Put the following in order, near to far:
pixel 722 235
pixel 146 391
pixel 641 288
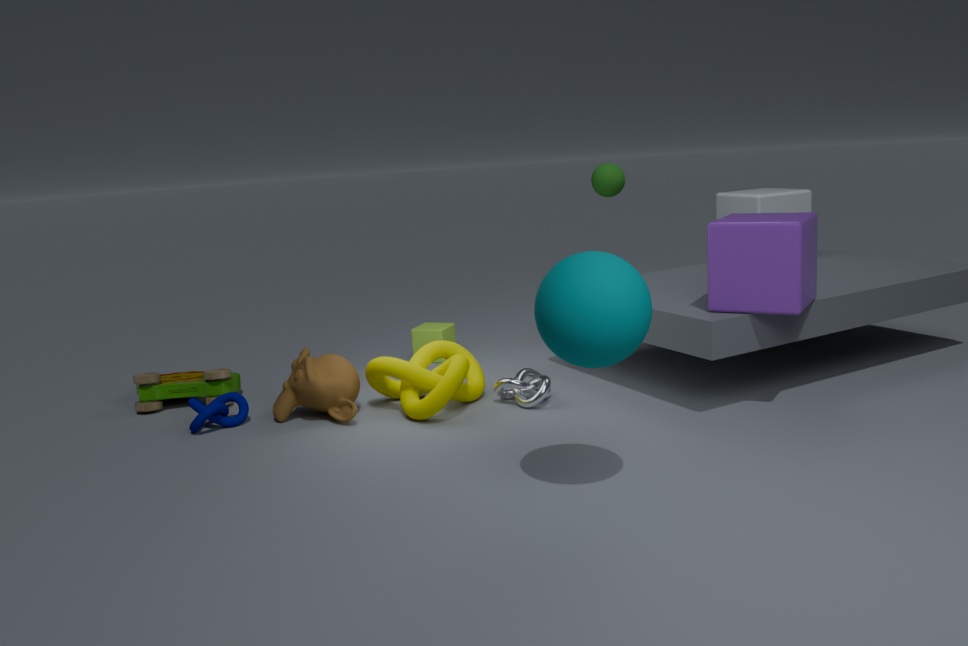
pixel 641 288
pixel 722 235
pixel 146 391
